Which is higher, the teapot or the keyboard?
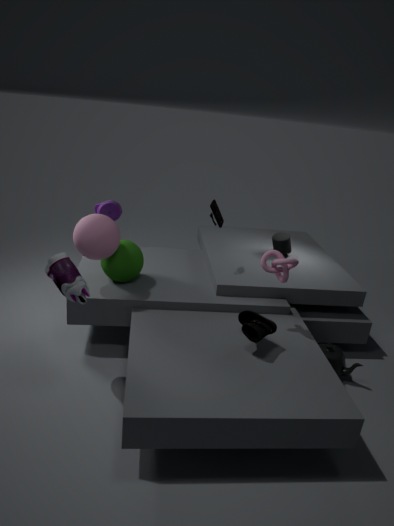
the keyboard
